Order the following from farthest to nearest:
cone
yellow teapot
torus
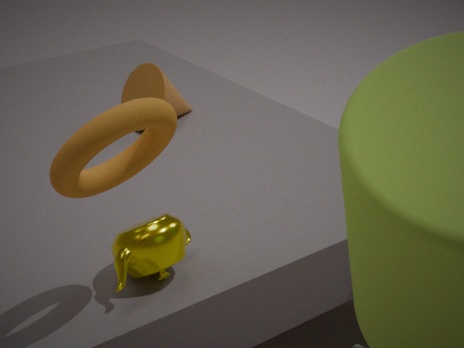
cone < yellow teapot < torus
